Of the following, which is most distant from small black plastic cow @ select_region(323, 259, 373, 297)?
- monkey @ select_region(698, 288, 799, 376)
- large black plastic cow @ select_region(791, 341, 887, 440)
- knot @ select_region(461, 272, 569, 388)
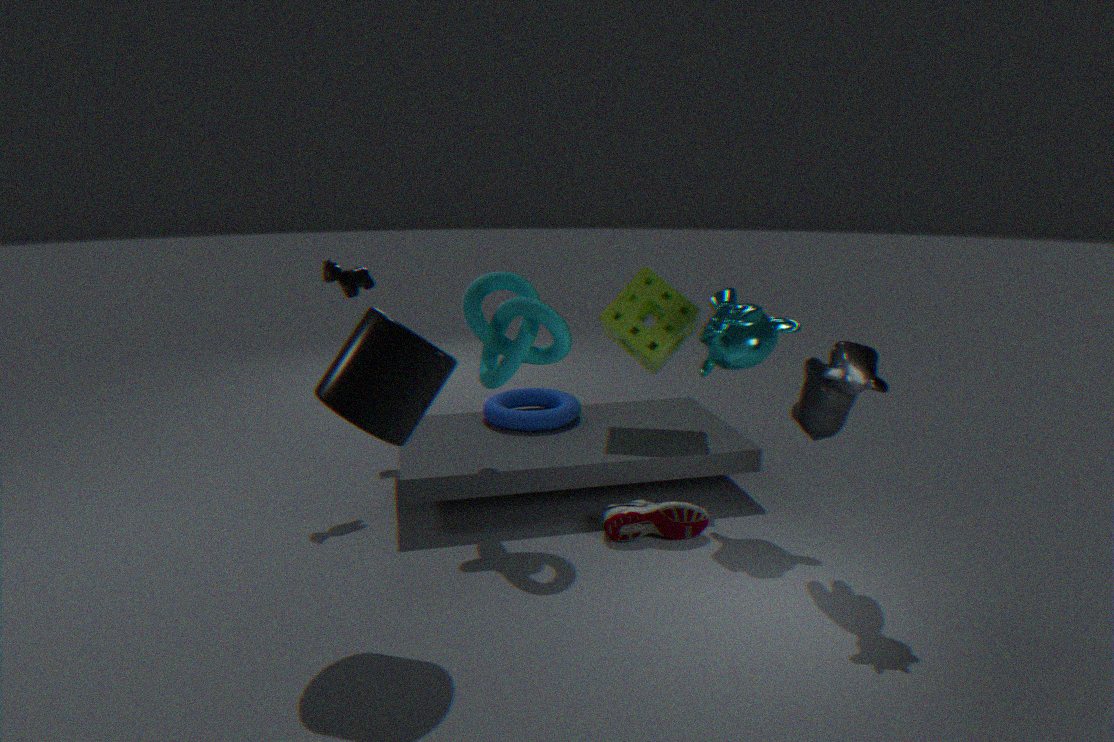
large black plastic cow @ select_region(791, 341, 887, 440)
